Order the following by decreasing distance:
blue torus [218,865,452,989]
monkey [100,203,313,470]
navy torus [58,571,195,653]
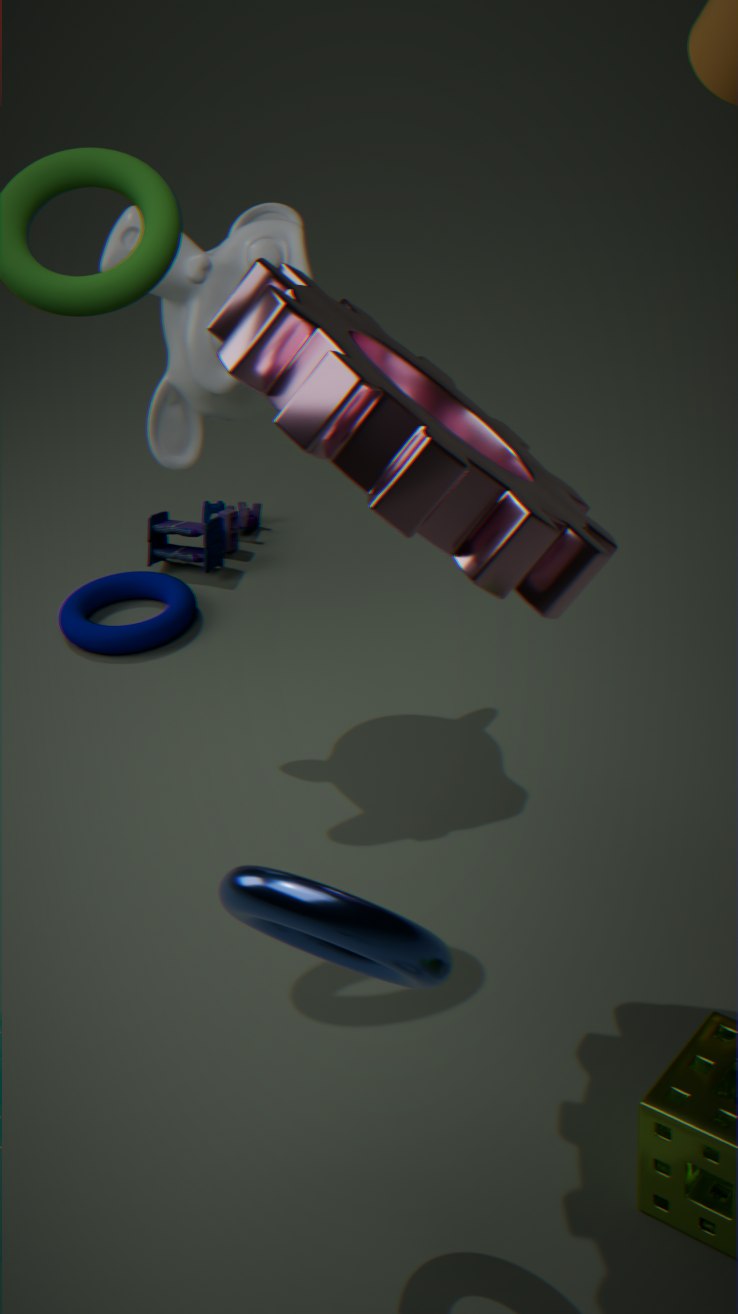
1. navy torus [58,571,195,653]
2. monkey [100,203,313,470]
3. blue torus [218,865,452,989]
